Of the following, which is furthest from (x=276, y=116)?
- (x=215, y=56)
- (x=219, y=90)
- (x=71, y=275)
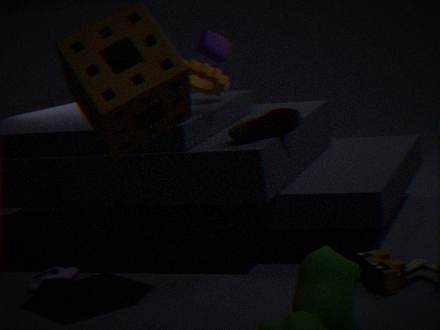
(x=71, y=275)
